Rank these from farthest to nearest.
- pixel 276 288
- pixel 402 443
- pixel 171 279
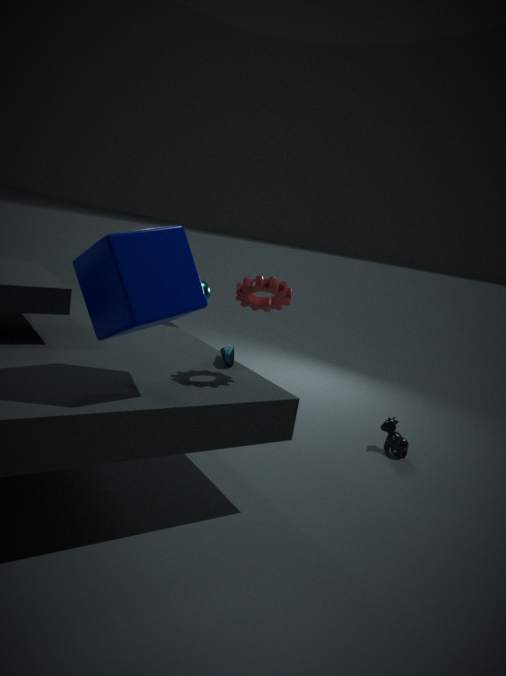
1. pixel 402 443
2. pixel 276 288
3. pixel 171 279
